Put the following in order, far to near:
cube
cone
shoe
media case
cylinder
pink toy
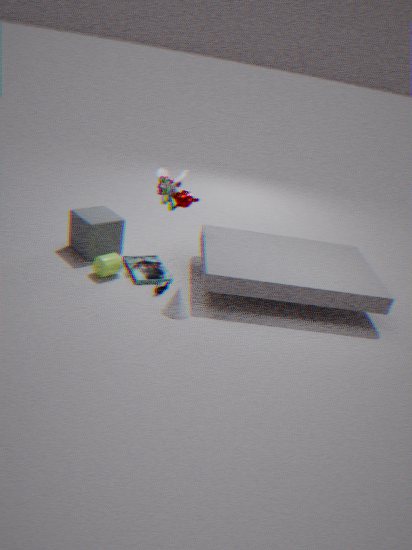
cube, pink toy, media case, cylinder, shoe, cone
